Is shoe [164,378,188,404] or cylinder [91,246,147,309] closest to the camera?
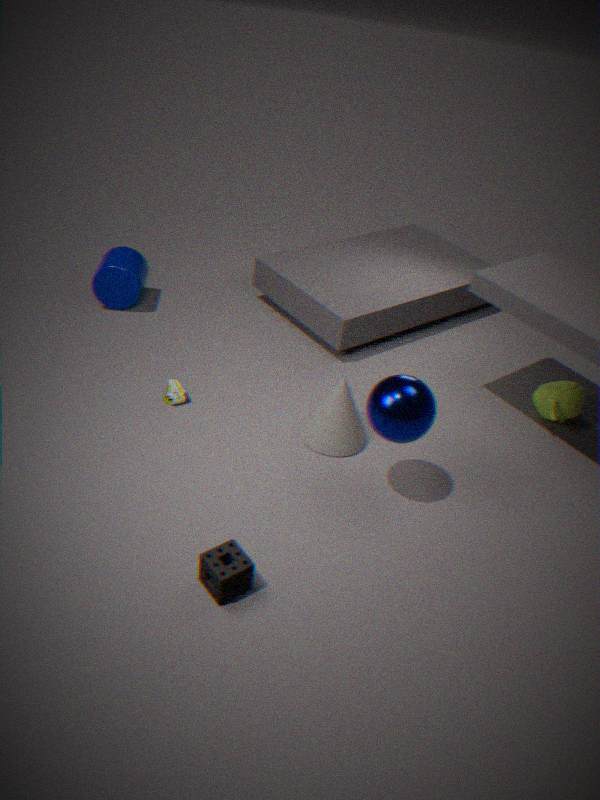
shoe [164,378,188,404]
